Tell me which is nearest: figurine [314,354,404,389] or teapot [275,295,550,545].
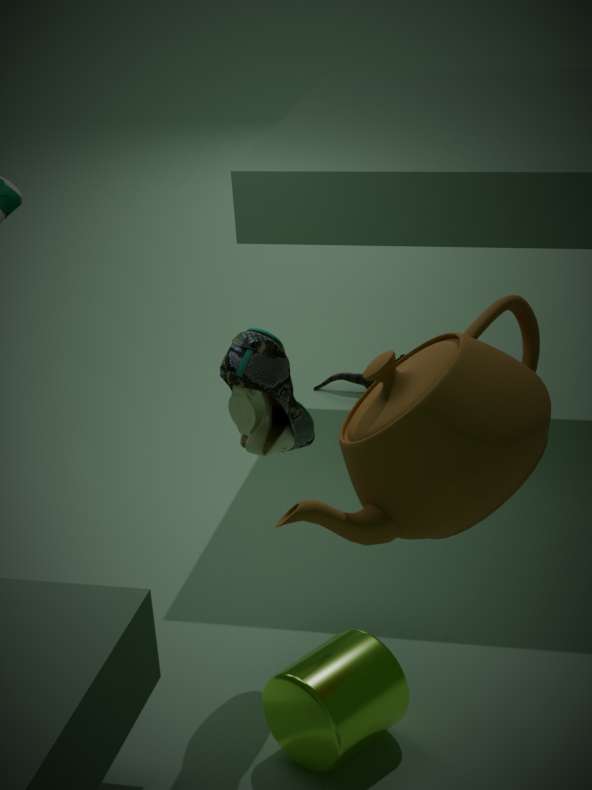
teapot [275,295,550,545]
